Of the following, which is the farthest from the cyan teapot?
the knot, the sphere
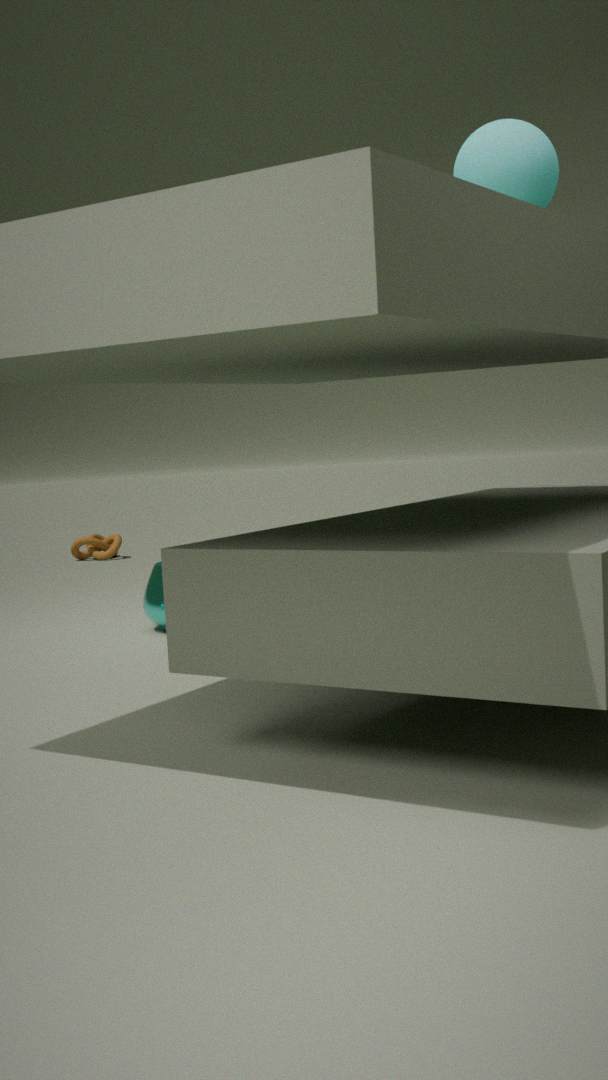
the knot
